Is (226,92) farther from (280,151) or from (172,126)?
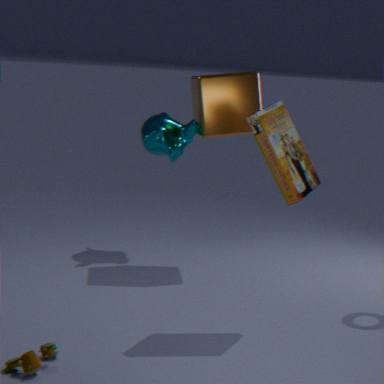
(280,151)
